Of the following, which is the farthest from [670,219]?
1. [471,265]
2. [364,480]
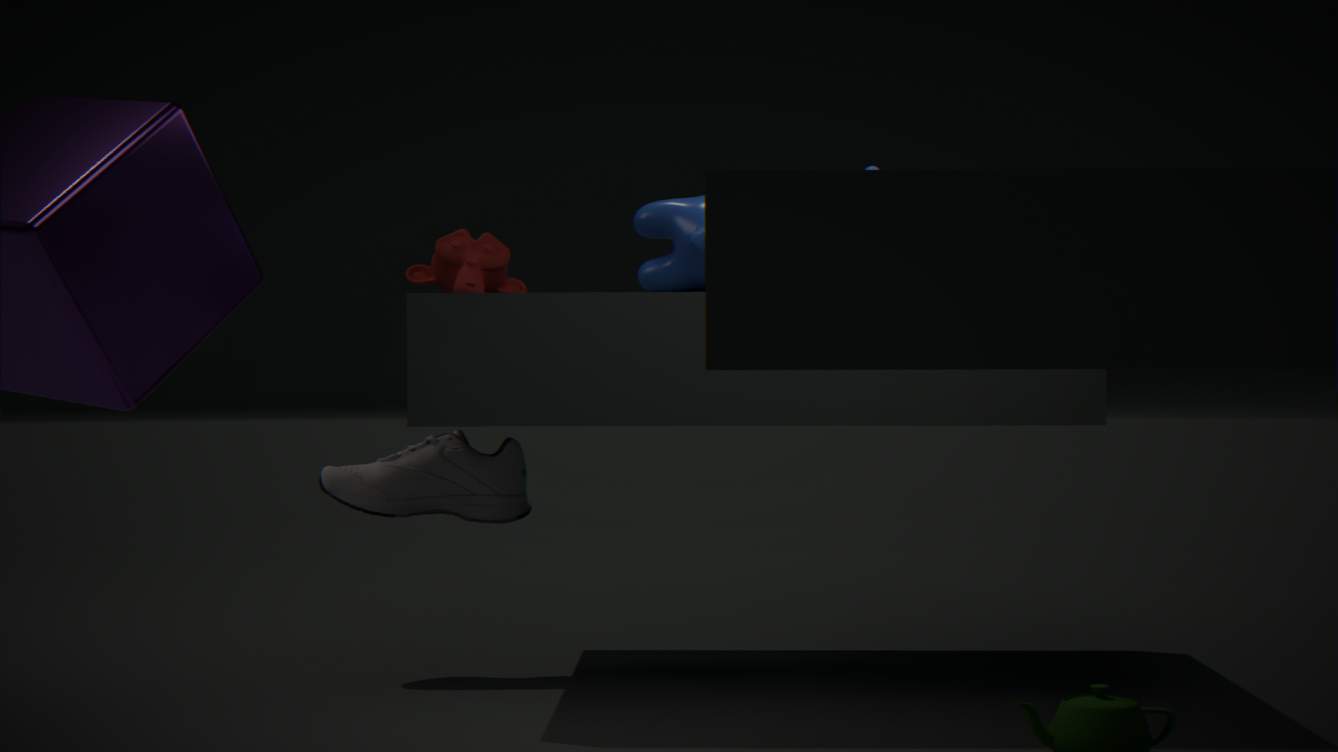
[364,480]
